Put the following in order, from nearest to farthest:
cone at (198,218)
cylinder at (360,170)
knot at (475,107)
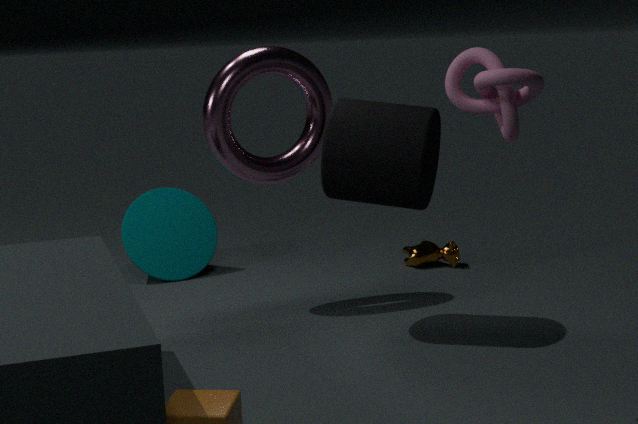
knot at (475,107) → cylinder at (360,170) → cone at (198,218)
